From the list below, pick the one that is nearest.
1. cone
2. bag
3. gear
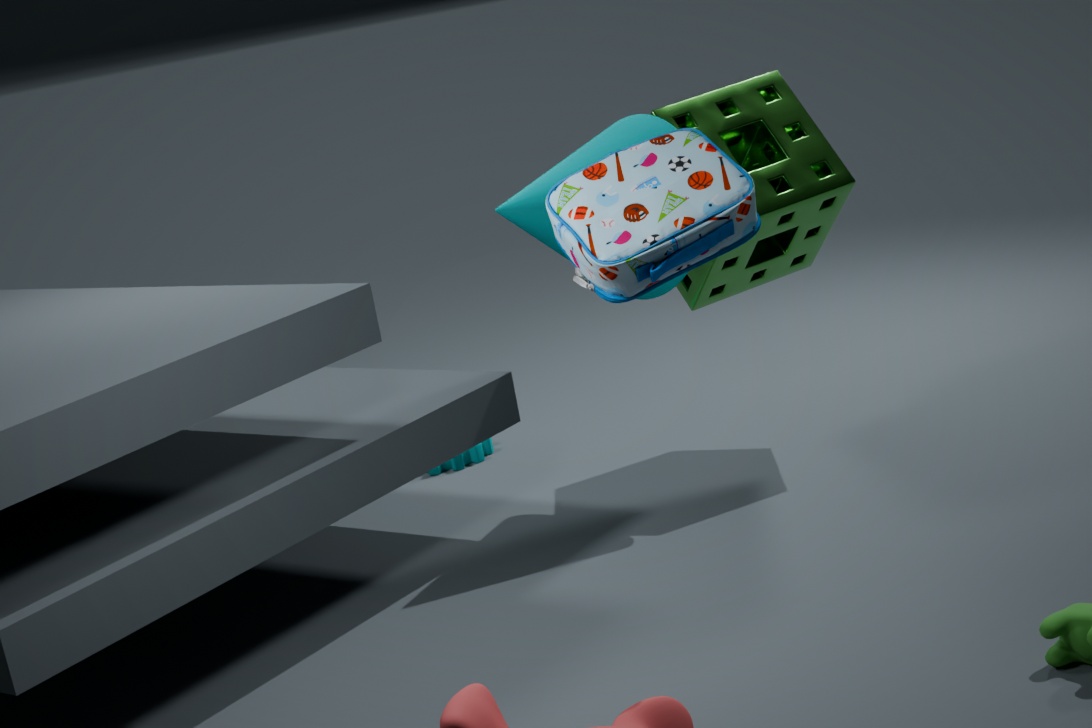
bag
